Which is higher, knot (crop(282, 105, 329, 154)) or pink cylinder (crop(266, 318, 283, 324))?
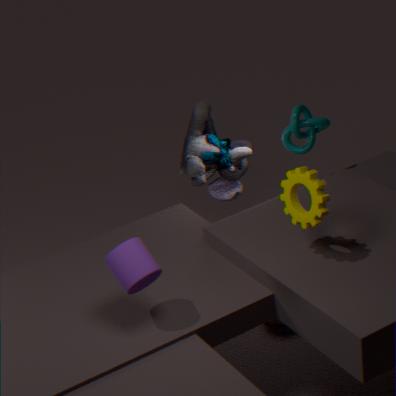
knot (crop(282, 105, 329, 154))
